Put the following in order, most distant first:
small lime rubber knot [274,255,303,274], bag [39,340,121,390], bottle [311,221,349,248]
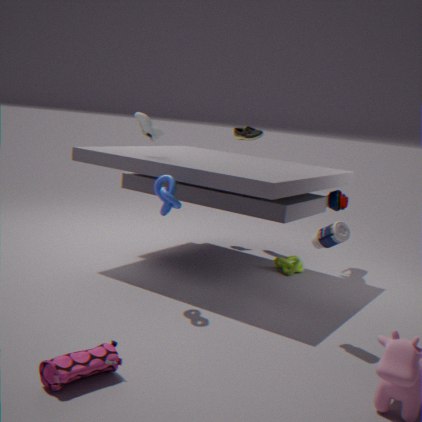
small lime rubber knot [274,255,303,274] < bottle [311,221,349,248] < bag [39,340,121,390]
